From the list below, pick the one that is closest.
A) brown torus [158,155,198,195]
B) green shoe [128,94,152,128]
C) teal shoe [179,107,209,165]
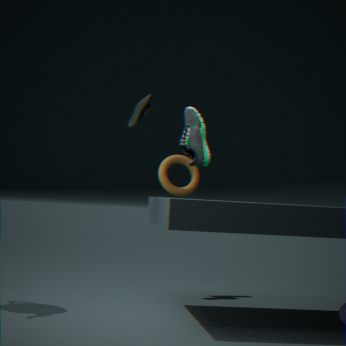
teal shoe [179,107,209,165]
